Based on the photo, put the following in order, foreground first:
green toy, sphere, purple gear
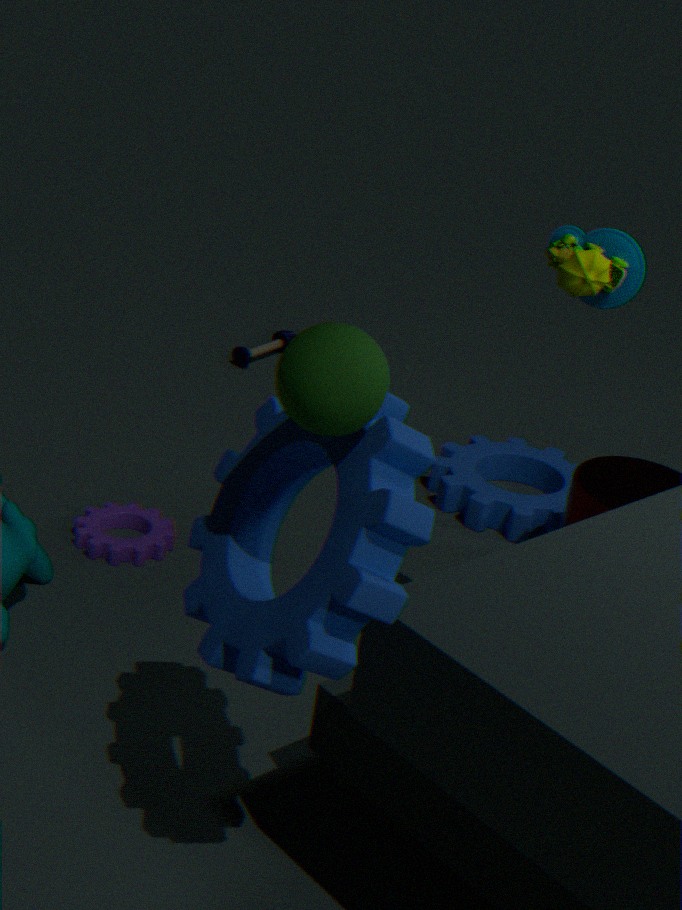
sphere → green toy → purple gear
